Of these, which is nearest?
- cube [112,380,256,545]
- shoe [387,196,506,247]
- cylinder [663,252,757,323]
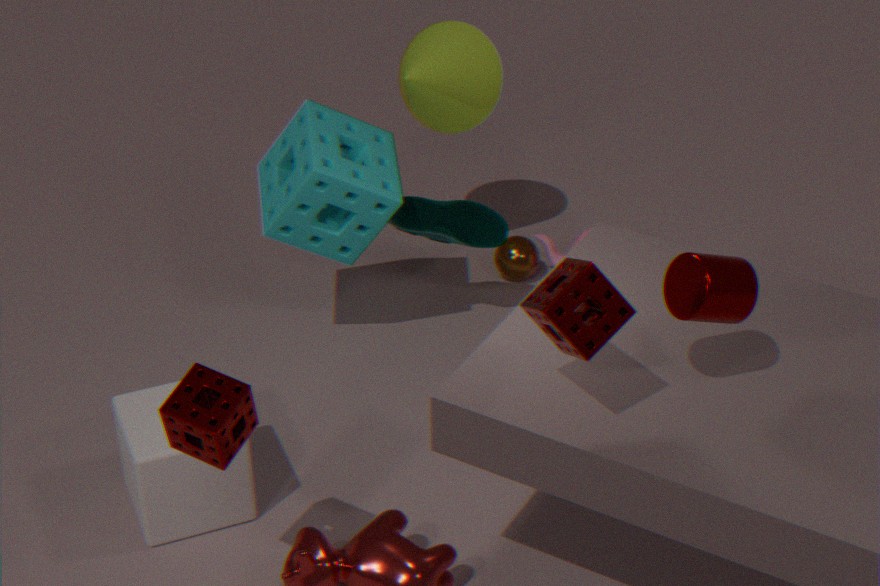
cylinder [663,252,757,323]
